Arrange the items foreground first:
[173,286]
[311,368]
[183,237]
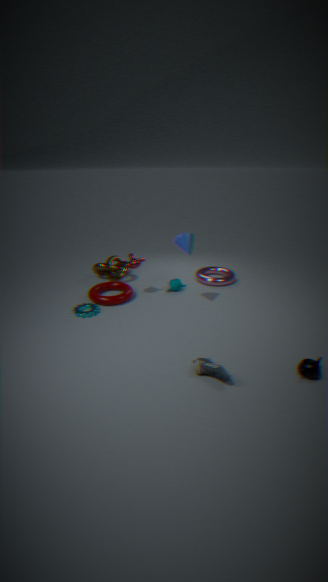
1. [311,368]
2. [183,237]
3. [173,286]
